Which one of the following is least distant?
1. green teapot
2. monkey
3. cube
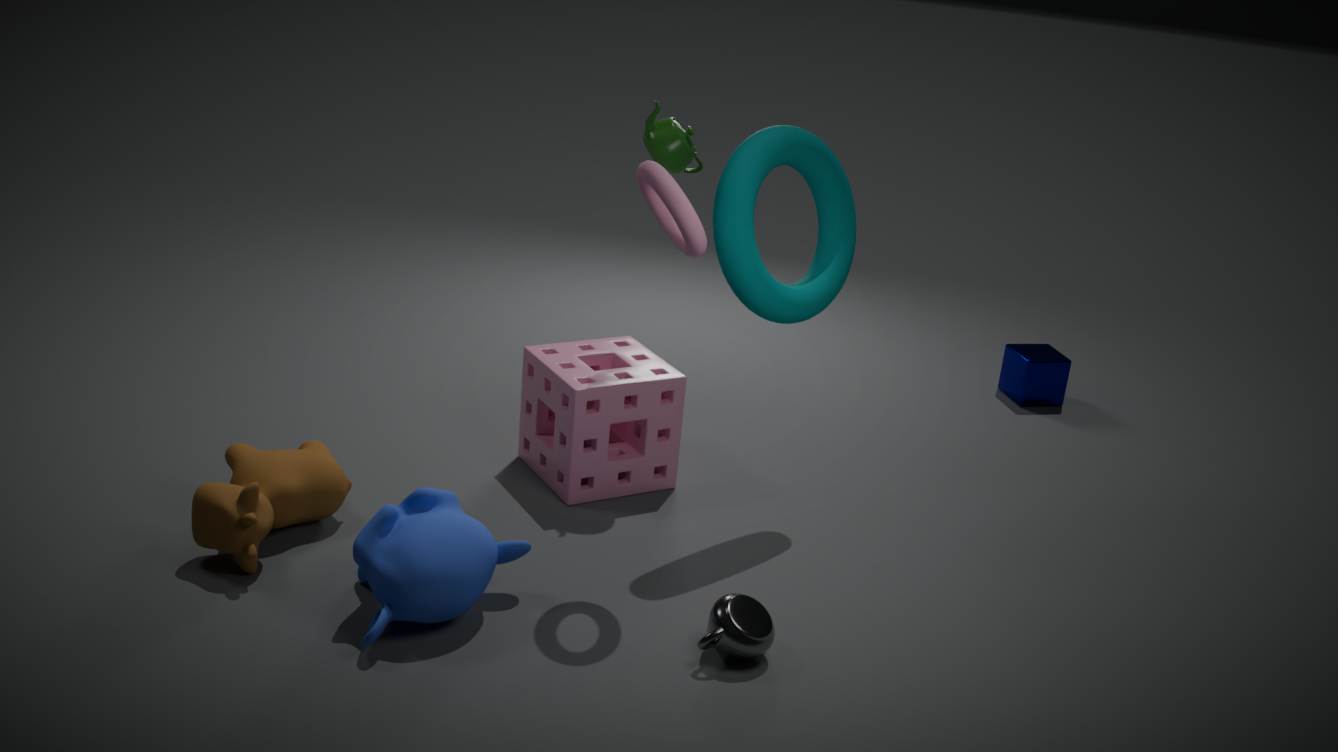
monkey
